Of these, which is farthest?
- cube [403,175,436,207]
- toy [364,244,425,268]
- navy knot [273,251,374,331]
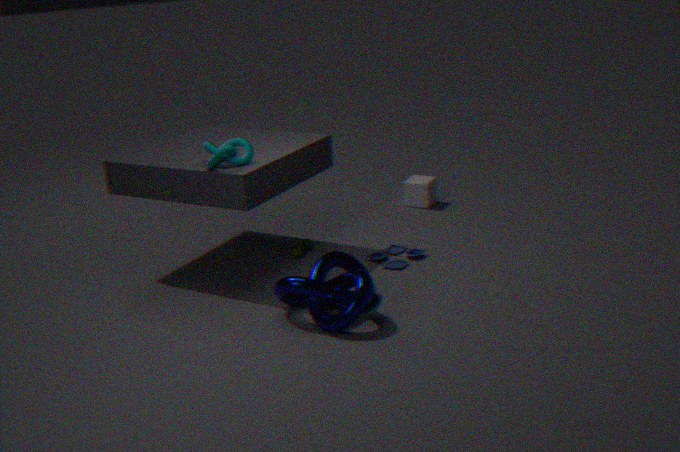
cube [403,175,436,207]
